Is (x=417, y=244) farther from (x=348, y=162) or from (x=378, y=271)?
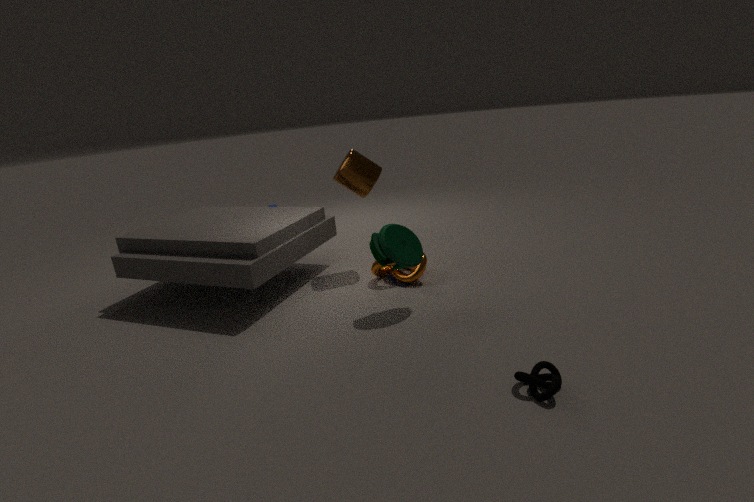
(x=348, y=162)
